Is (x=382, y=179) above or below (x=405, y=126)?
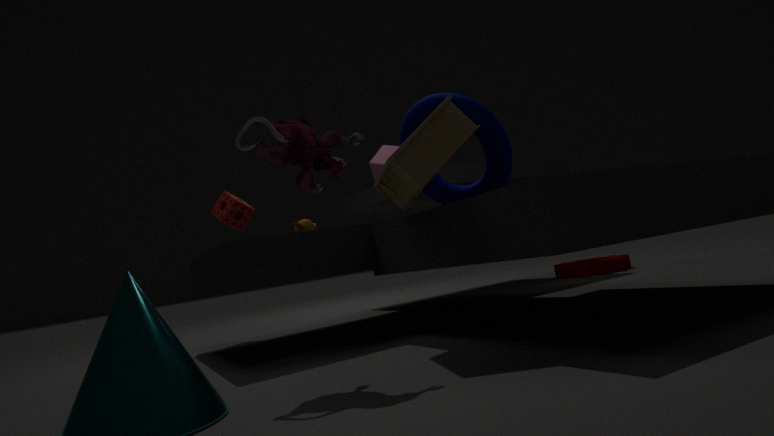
below
